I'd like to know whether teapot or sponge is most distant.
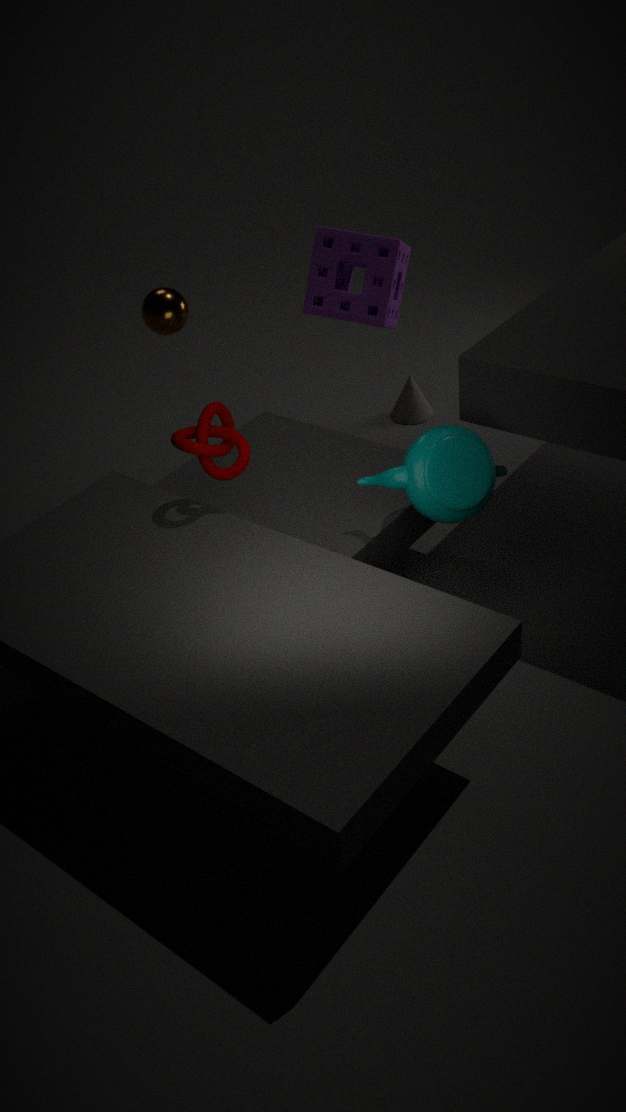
sponge
